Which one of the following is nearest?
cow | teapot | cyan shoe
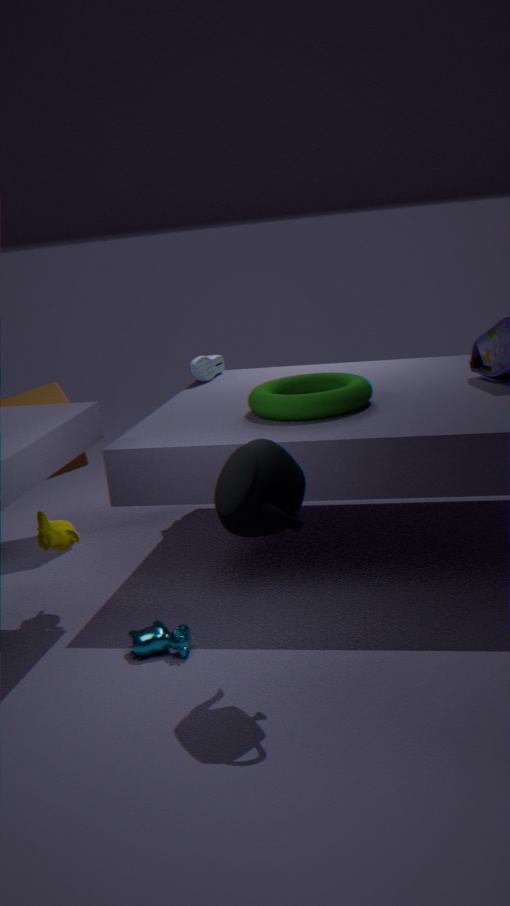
teapot
